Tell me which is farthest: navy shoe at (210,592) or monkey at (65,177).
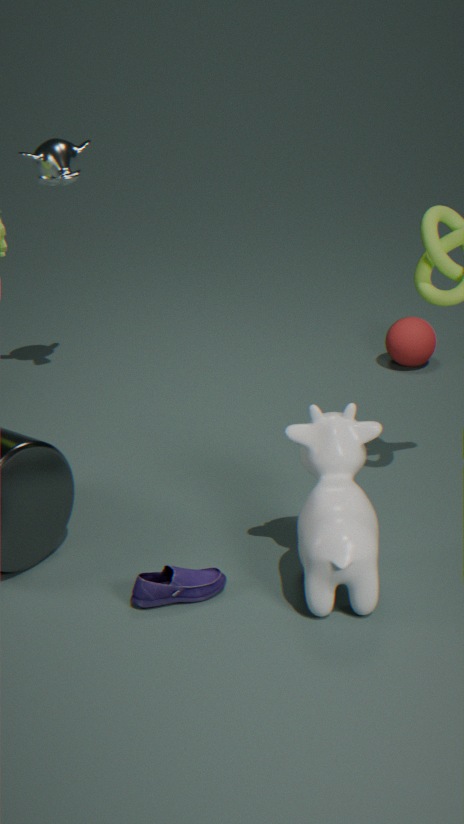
monkey at (65,177)
